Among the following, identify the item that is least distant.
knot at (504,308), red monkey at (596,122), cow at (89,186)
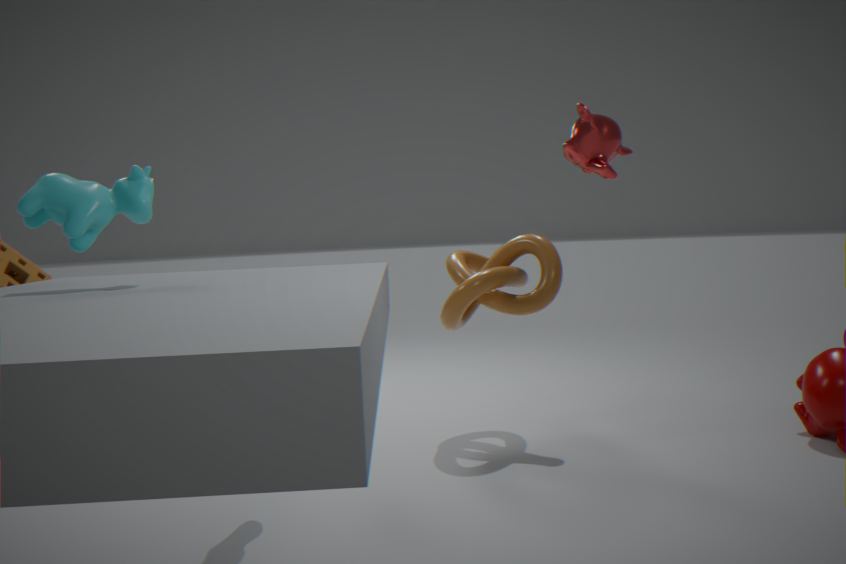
cow at (89,186)
